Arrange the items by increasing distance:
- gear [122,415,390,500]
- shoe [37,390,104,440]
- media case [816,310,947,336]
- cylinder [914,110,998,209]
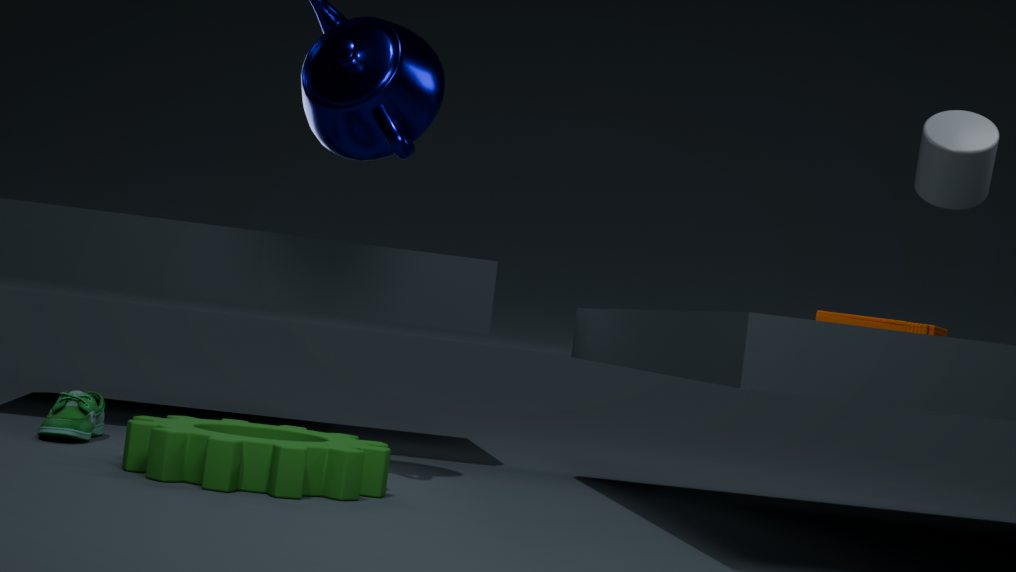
gear [122,415,390,500] → media case [816,310,947,336] → shoe [37,390,104,440] → cylinder [914,110,998,209]
